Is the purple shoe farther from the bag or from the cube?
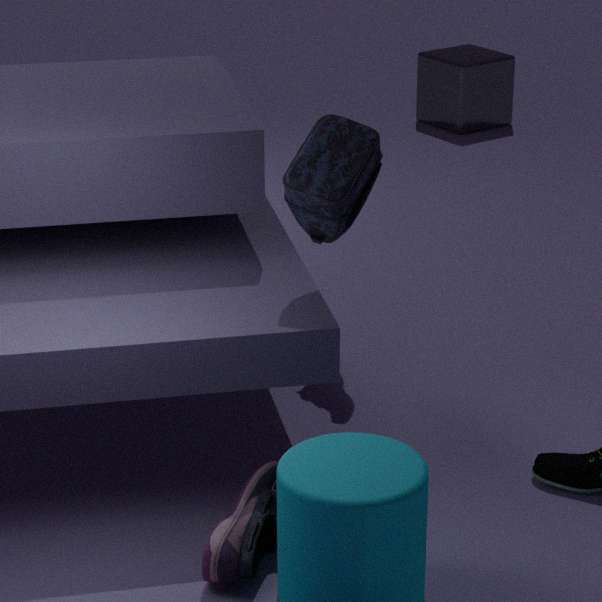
the cube
